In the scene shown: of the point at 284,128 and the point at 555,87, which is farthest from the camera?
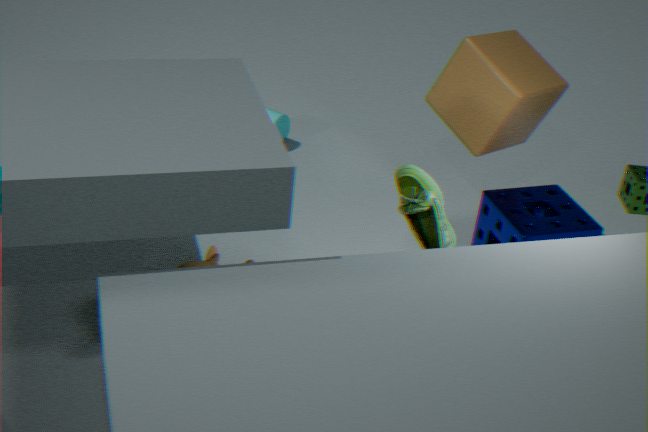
the point at 284,128
